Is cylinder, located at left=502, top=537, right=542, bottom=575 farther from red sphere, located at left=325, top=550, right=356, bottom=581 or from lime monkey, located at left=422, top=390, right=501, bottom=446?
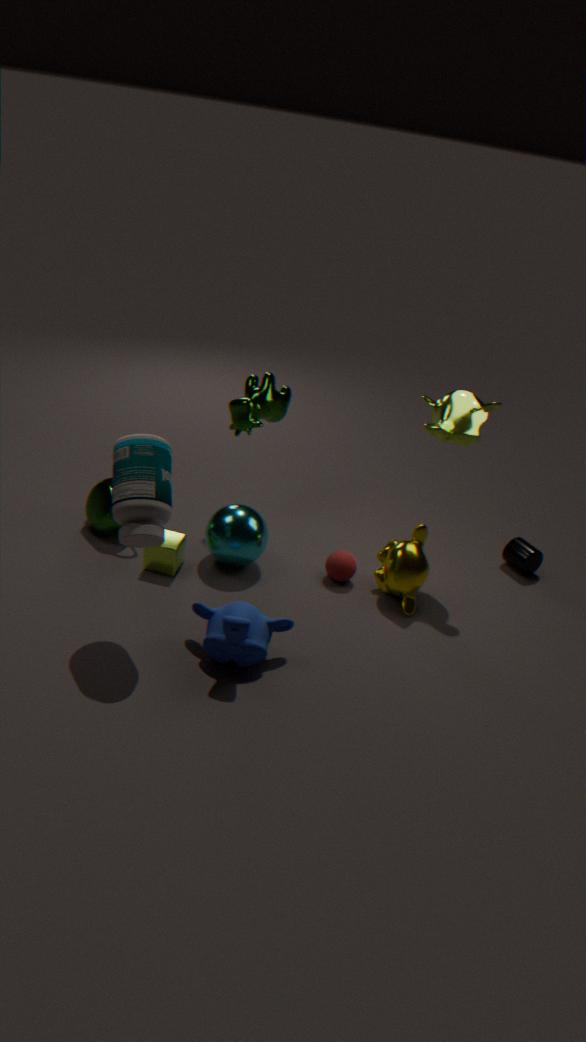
red sphere, located at left=325, top=550, right=356, bottom=581
